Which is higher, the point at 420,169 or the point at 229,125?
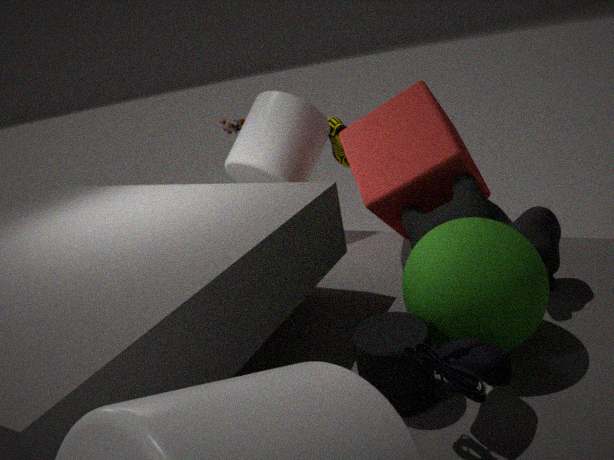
the point at 229,125
